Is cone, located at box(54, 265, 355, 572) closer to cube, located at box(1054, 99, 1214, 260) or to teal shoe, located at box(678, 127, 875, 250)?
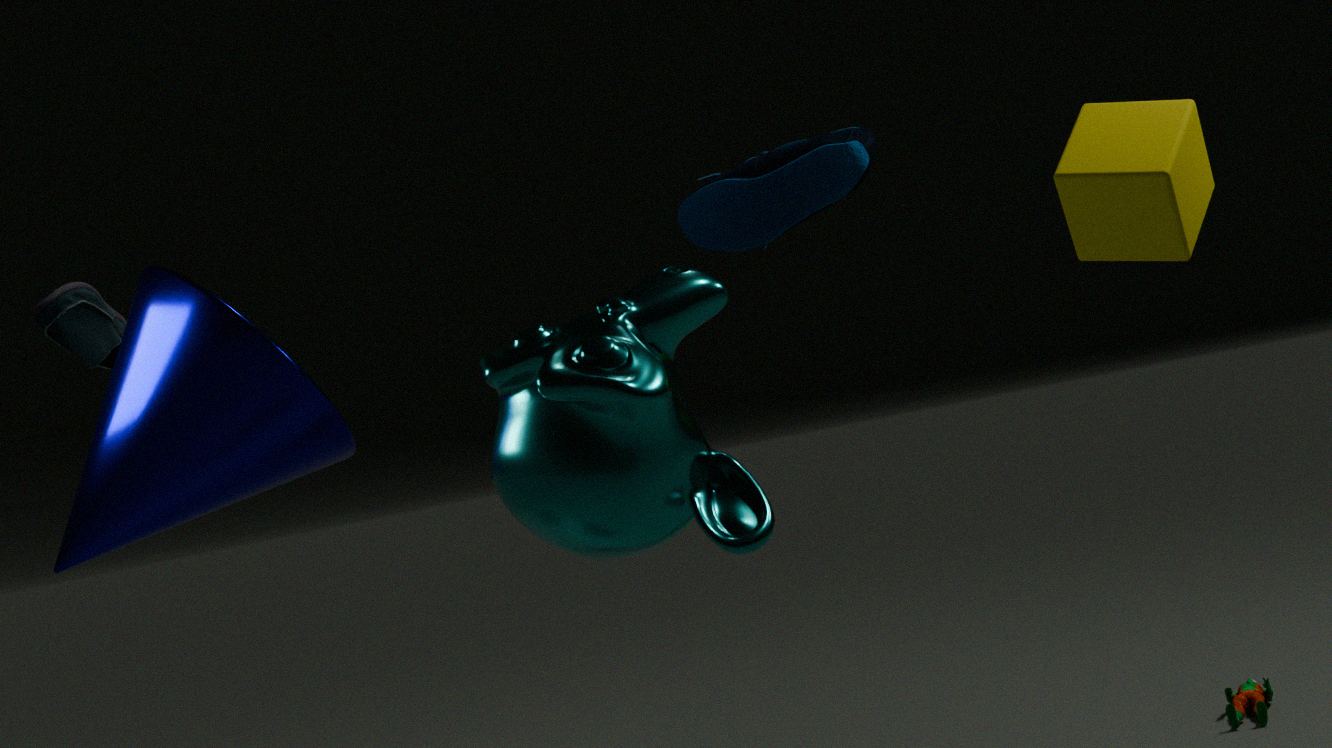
teal shoe, located at box(678, 127, 875, 250)
